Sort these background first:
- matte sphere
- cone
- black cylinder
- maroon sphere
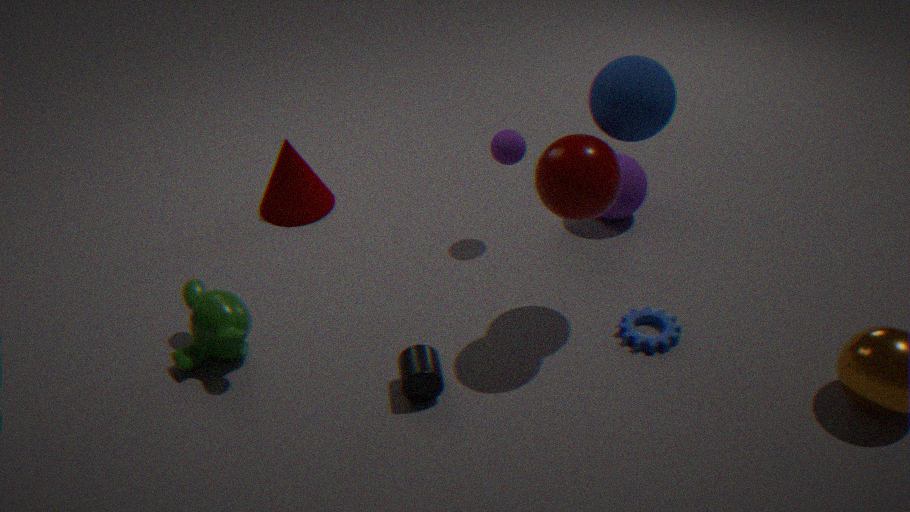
cone < matte sphere < black cylinder < maroon sphere
